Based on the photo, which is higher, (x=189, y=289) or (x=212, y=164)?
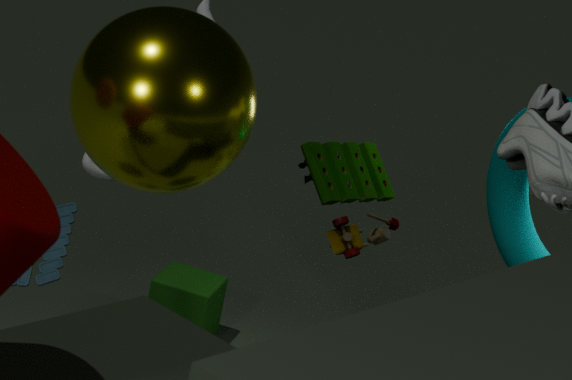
(x=212, y=164)
